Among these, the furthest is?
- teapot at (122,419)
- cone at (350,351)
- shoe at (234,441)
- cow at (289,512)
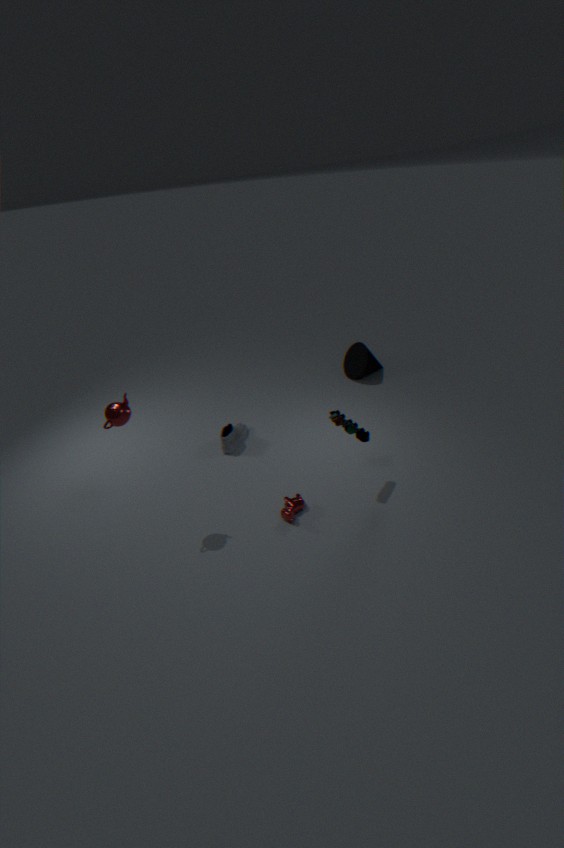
cone at (350,351)
